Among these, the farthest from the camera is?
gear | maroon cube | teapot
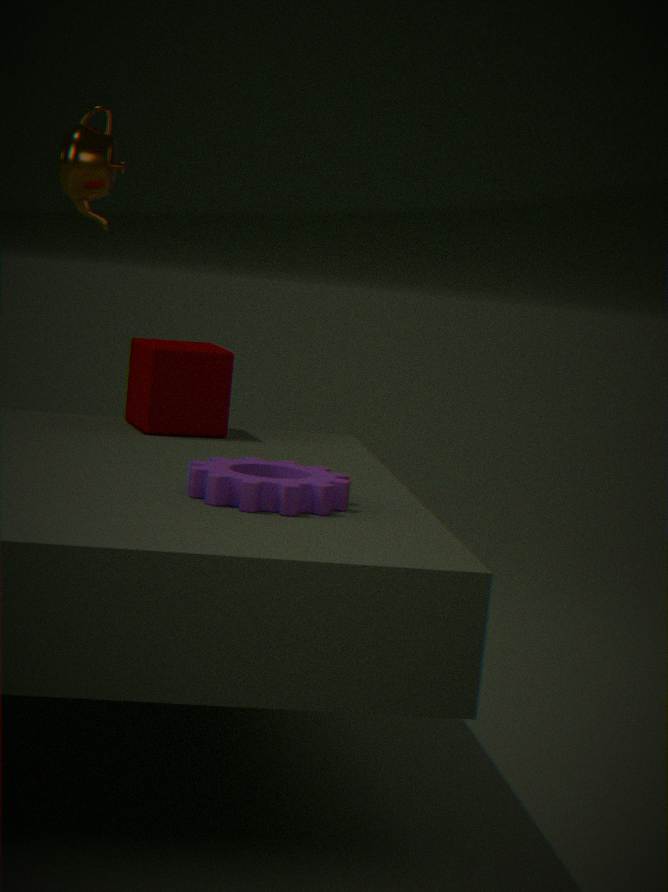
teapot
